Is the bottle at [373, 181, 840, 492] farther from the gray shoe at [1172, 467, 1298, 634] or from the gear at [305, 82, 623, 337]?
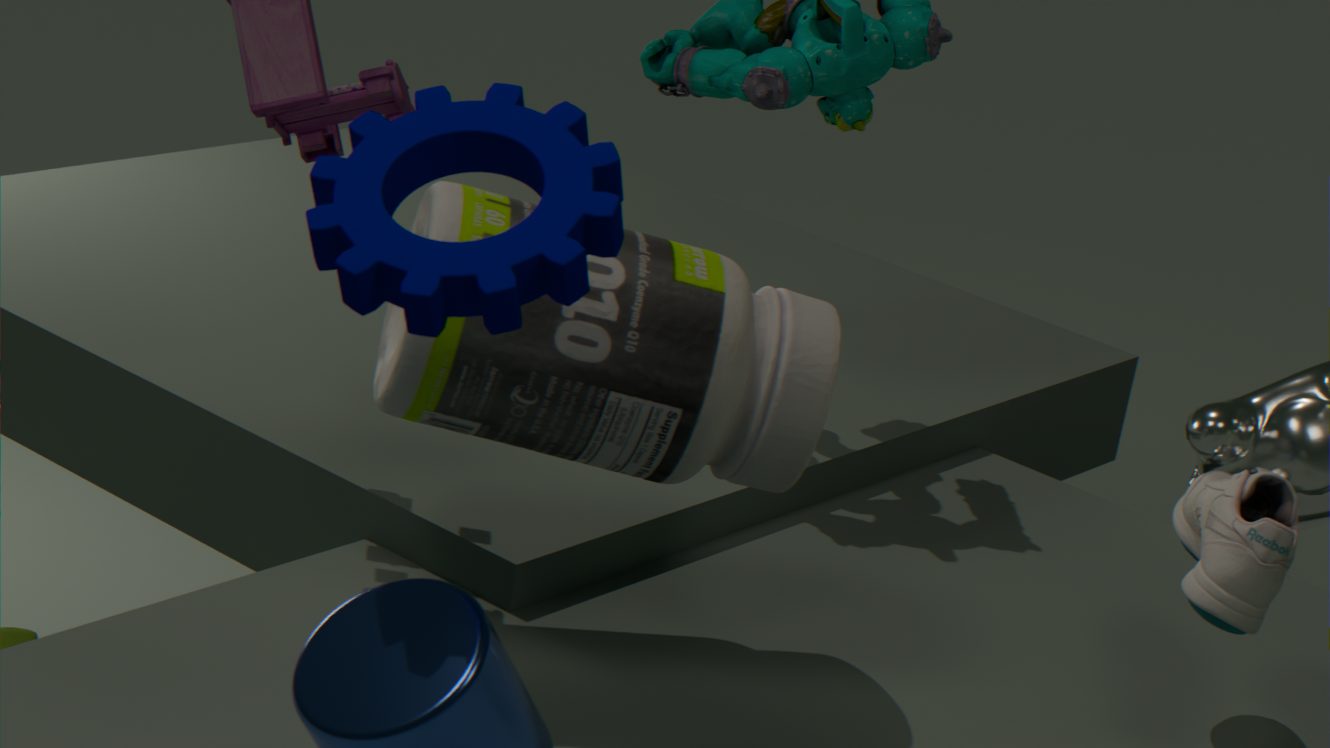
the gray shoe at [1172, 467, 1298, 634]
